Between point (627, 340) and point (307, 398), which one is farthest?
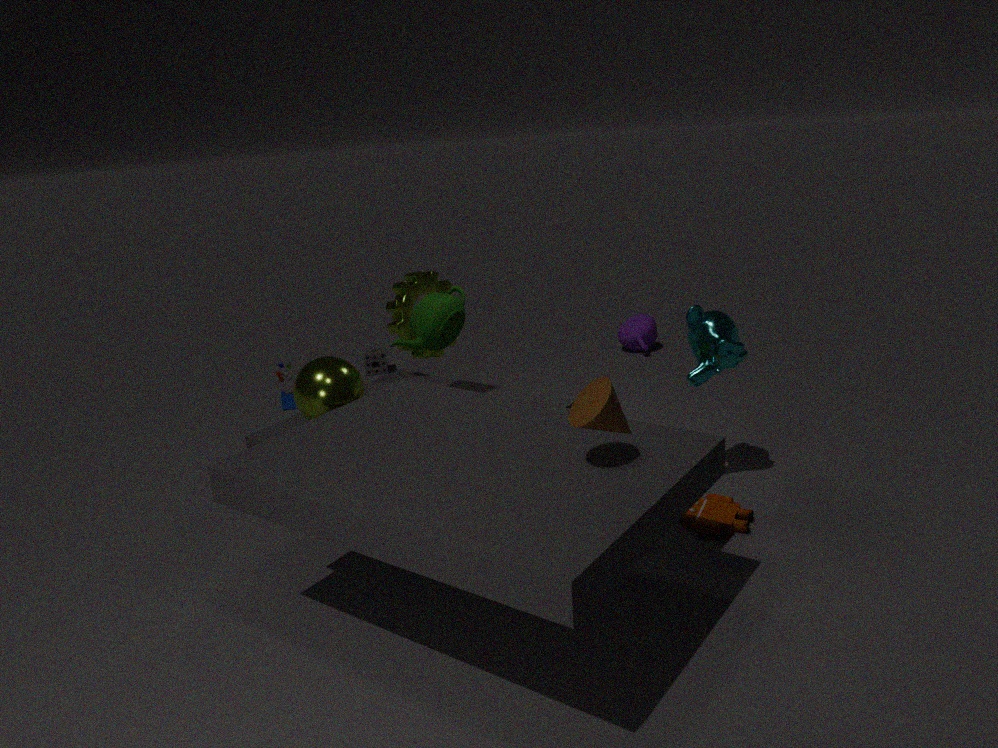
point (627, 340)
